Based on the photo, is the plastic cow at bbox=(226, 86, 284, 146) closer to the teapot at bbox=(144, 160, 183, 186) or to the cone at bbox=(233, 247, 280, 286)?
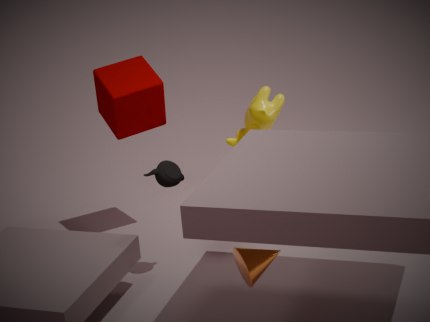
the teapot at bbox=(144, 160, 183, 186)
